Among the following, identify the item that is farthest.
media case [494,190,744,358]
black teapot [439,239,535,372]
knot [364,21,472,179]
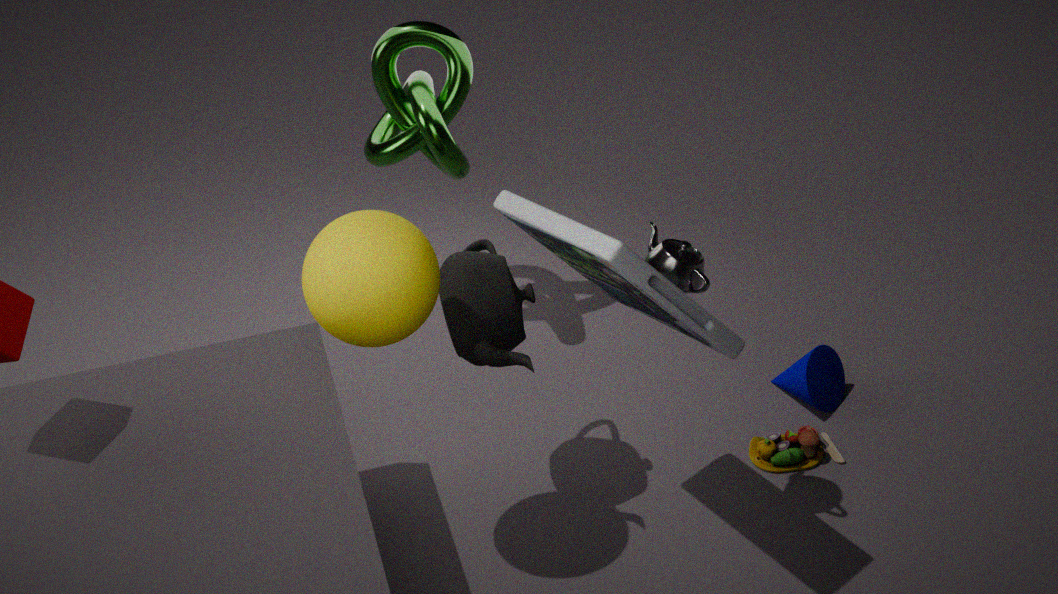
knot [364,21,472,179]
